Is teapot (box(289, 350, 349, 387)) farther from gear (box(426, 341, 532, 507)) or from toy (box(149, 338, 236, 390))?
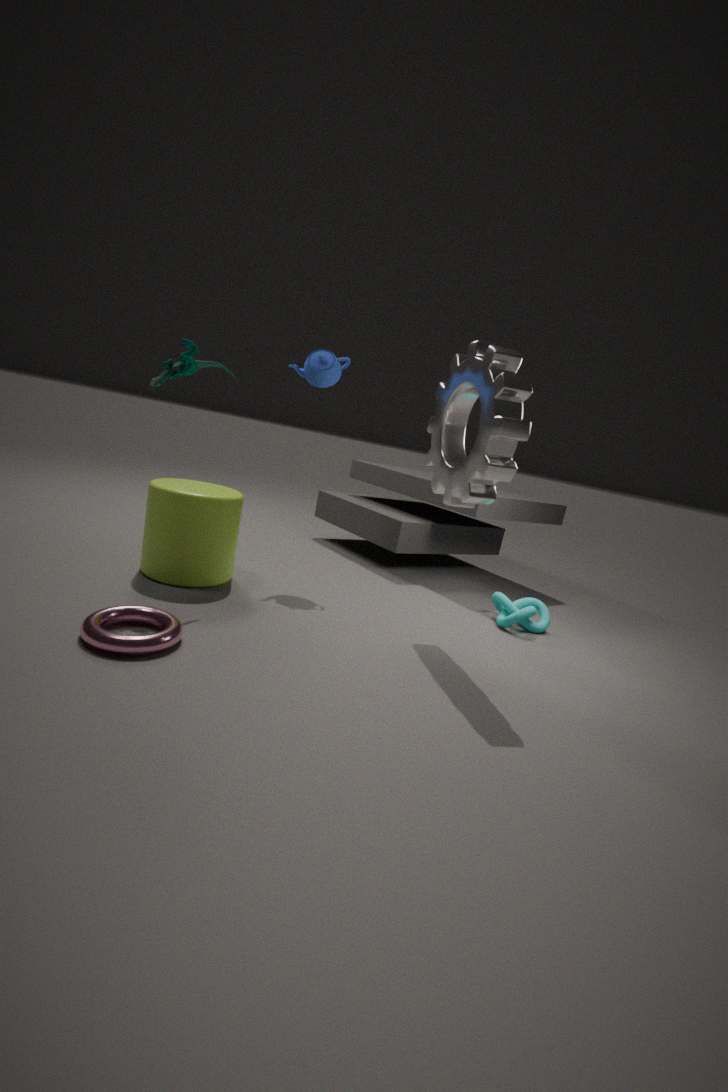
gear (box(426, 341, 532, 507))
